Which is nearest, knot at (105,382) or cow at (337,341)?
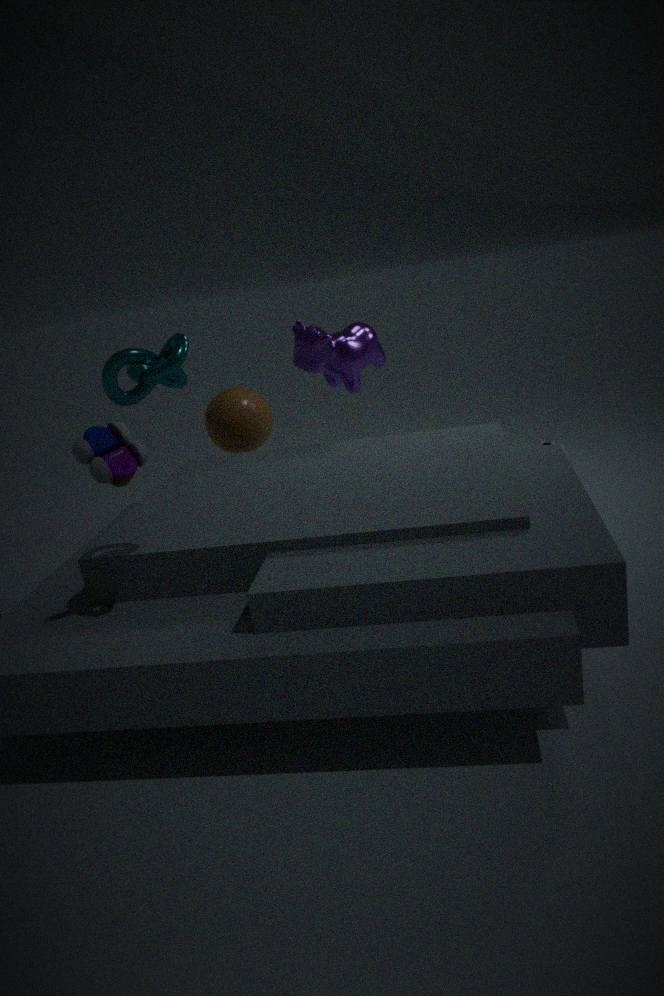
knot at (105,382)
